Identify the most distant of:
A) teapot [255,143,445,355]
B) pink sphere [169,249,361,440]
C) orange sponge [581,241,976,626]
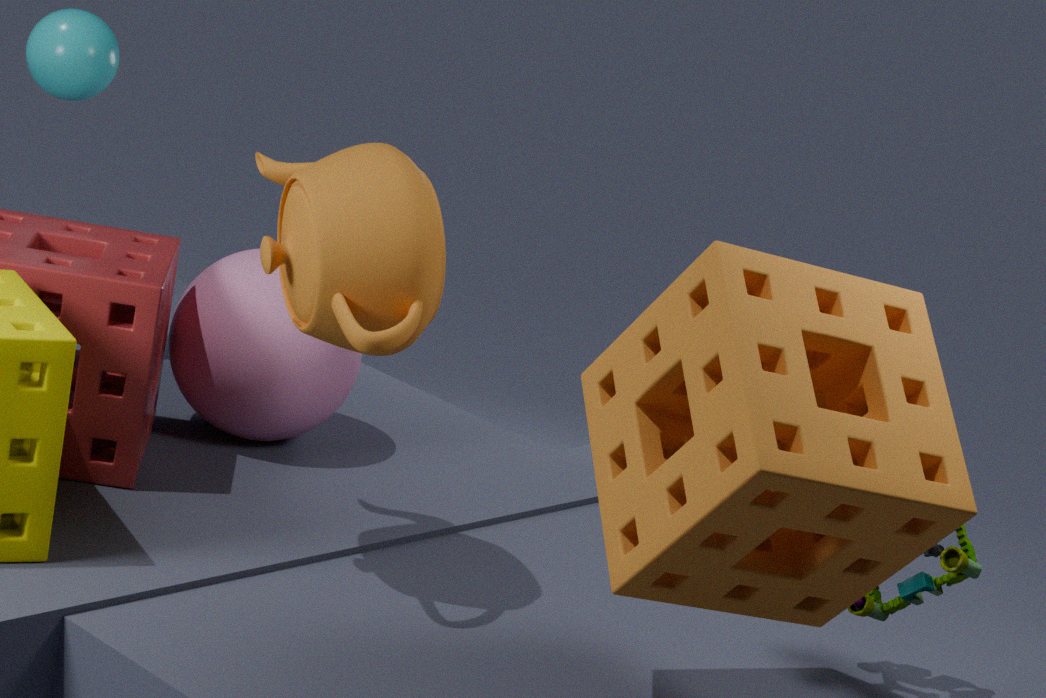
pink sphere [169,249,361,440]
